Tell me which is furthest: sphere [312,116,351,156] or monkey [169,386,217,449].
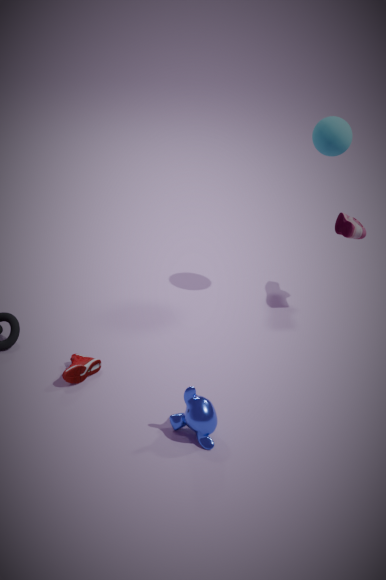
sphere [312,116,351,156]
